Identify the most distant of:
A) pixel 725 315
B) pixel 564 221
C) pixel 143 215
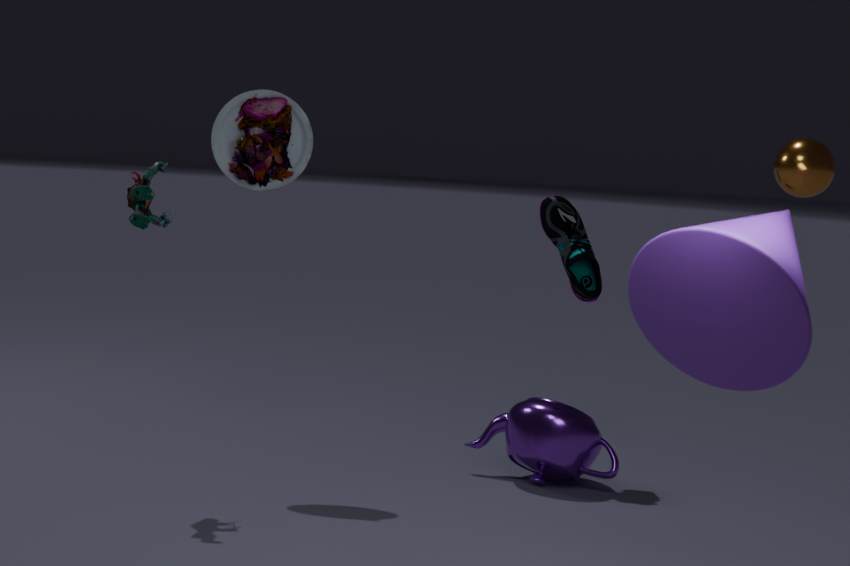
pixel 564 221
